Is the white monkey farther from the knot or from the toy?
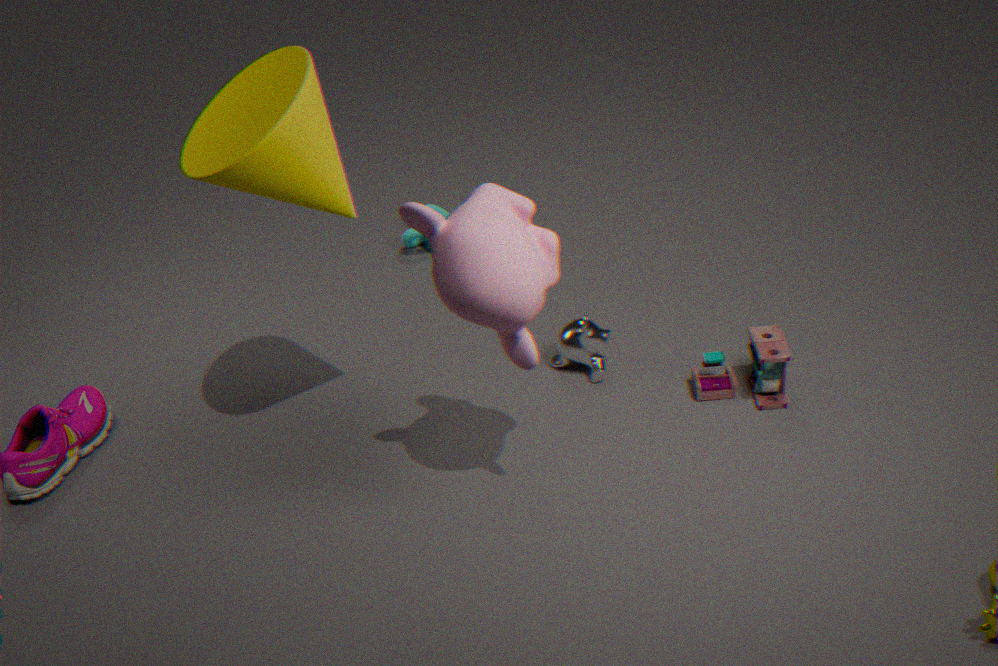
the knot
